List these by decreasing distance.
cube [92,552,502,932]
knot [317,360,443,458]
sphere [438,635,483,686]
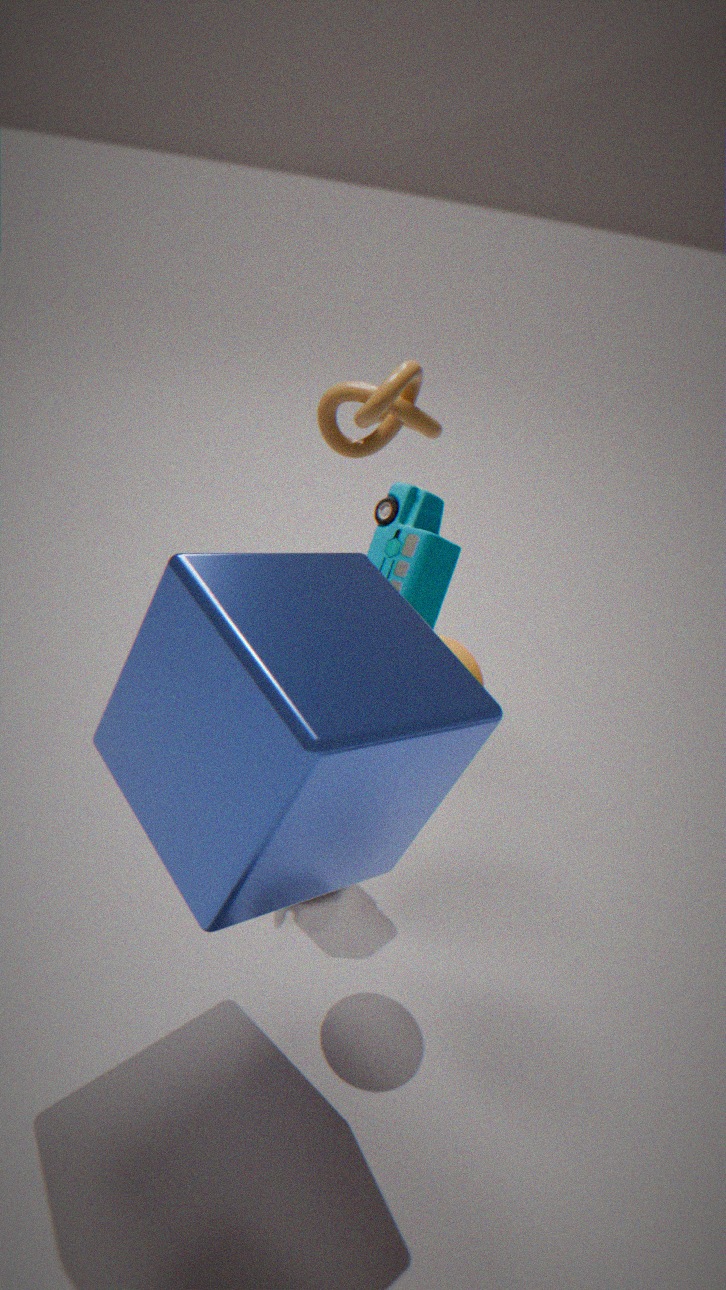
knot [317,360,443,458] → sphere [438,635,483,686] → cube [92,552,502,932]
